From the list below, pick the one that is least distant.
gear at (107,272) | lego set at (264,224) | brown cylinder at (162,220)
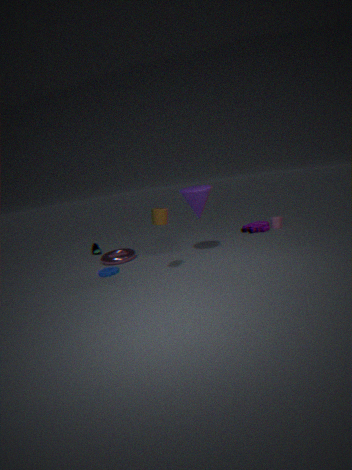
brown cylinder at (162,220)
